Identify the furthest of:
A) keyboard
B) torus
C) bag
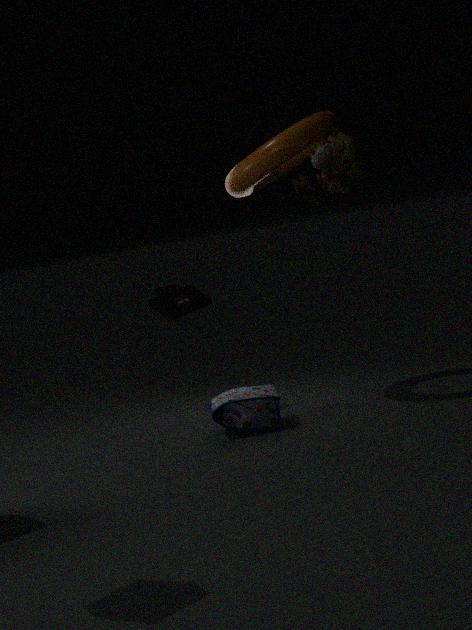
keyboard
